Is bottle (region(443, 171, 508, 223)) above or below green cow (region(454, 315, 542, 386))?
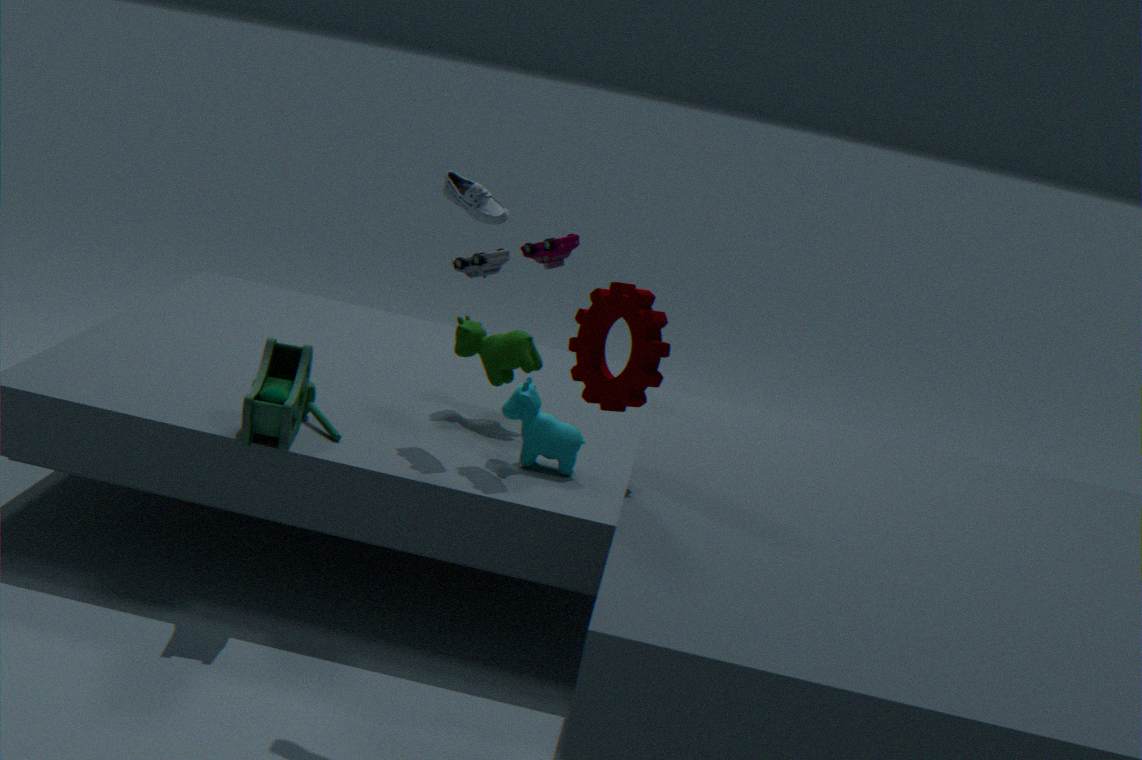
above
